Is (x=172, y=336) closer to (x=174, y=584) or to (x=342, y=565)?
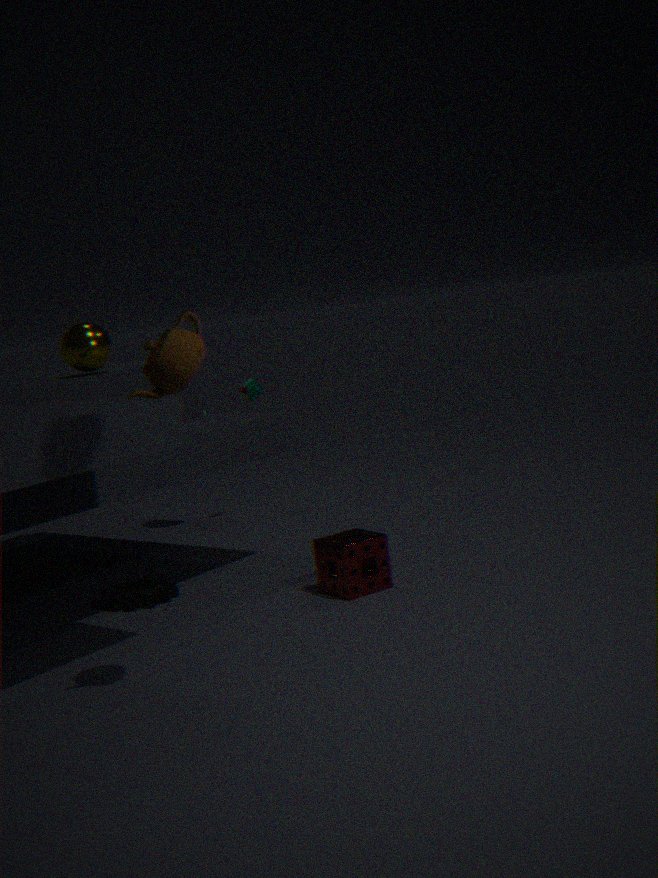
(x=342, y=565)
